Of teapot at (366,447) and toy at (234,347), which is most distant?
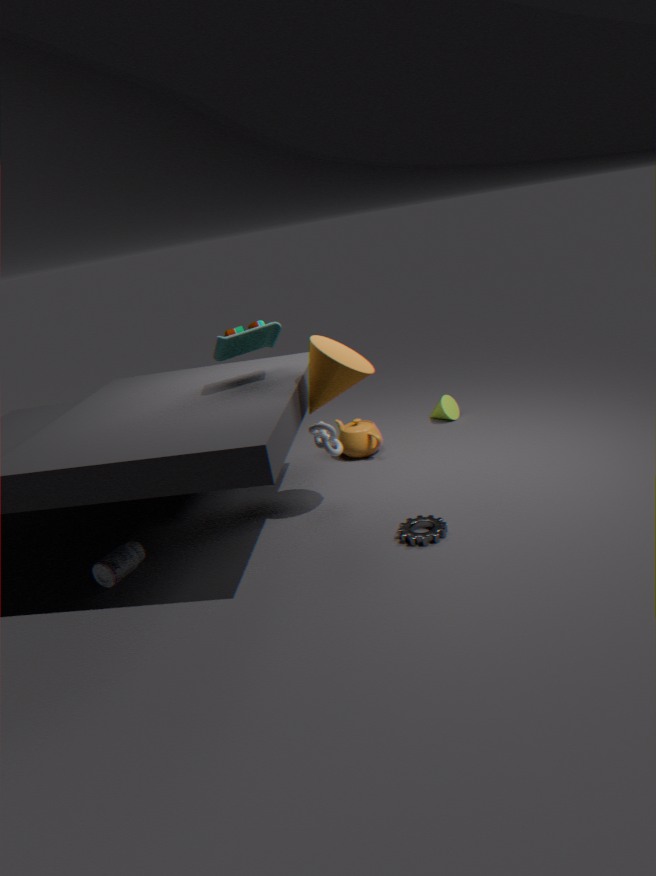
teapot at (366,447)
